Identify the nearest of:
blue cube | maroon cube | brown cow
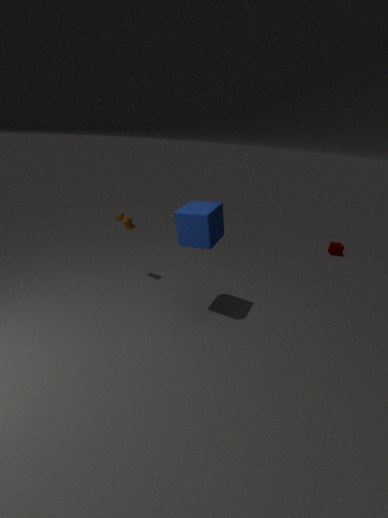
blue cube
